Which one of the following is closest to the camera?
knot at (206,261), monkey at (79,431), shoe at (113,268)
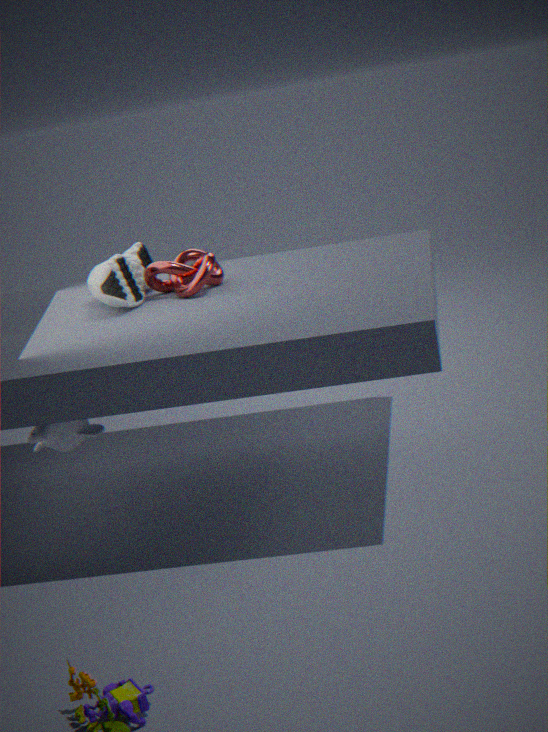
monkey at (79,431)
